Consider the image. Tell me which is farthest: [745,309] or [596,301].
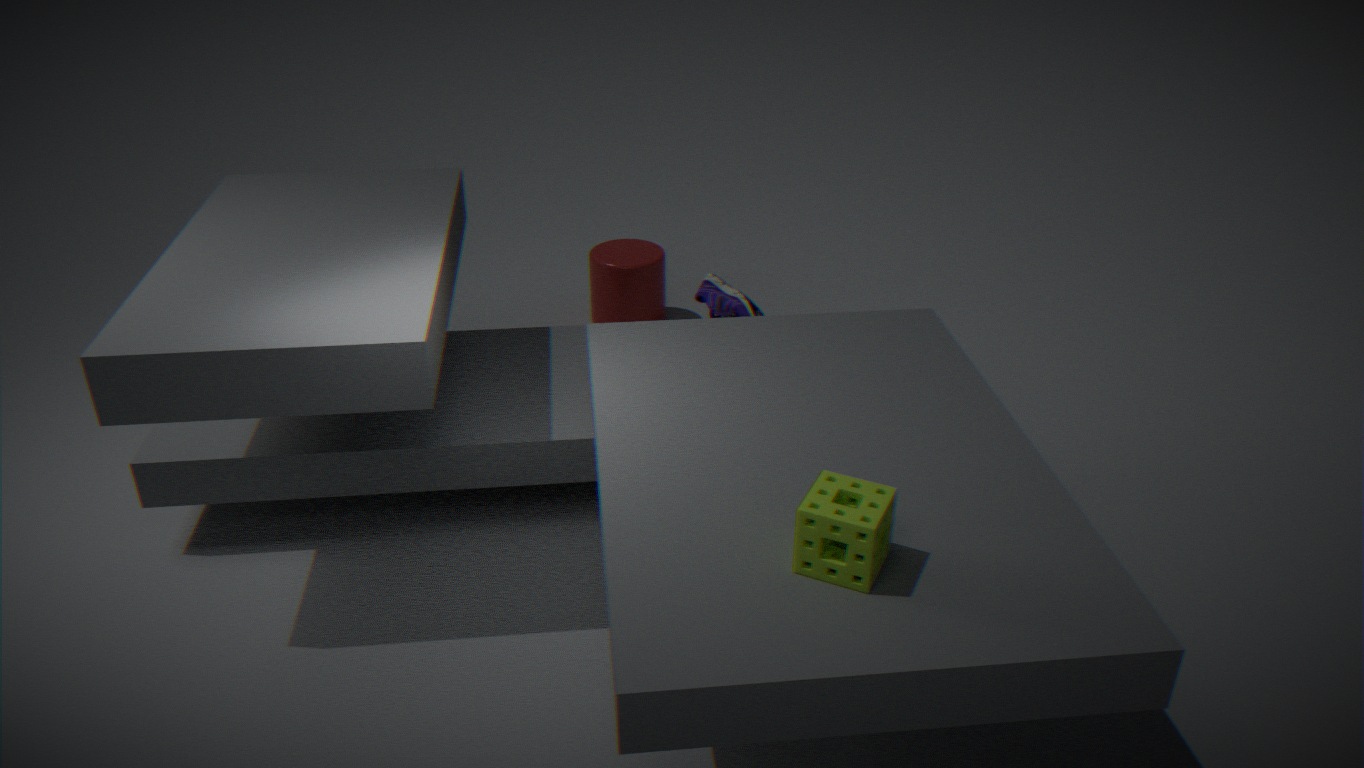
[596,301]
